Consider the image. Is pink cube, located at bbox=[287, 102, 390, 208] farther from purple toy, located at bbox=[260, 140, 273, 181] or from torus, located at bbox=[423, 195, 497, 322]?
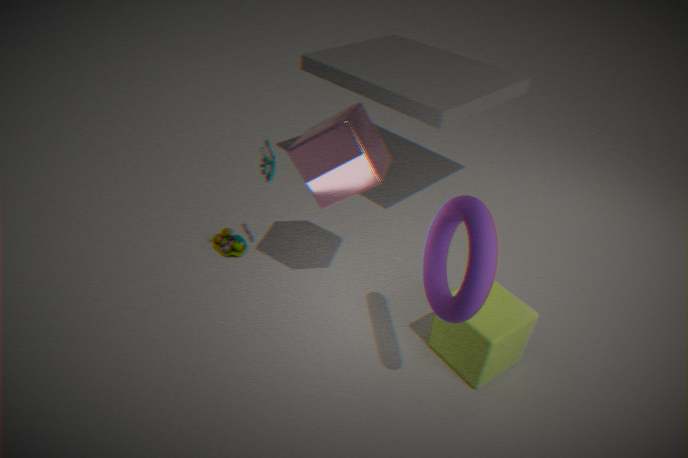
torus, located at bbox=[423, 195, 497, 322]
